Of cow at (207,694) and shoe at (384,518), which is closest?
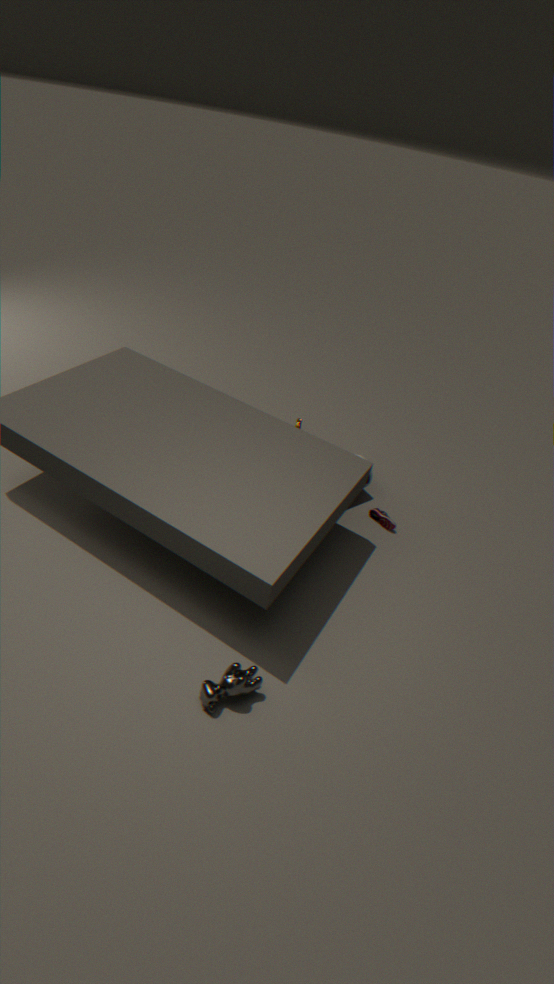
cow at (207,694)
